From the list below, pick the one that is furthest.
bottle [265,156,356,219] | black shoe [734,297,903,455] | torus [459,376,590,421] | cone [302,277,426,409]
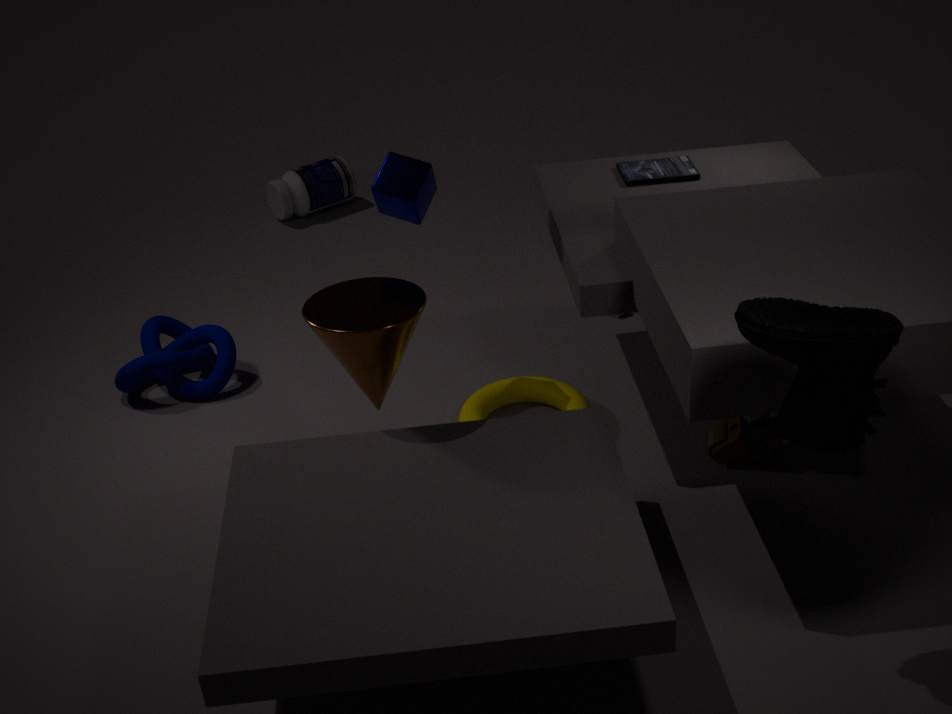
bottle [265,156,356,219]
